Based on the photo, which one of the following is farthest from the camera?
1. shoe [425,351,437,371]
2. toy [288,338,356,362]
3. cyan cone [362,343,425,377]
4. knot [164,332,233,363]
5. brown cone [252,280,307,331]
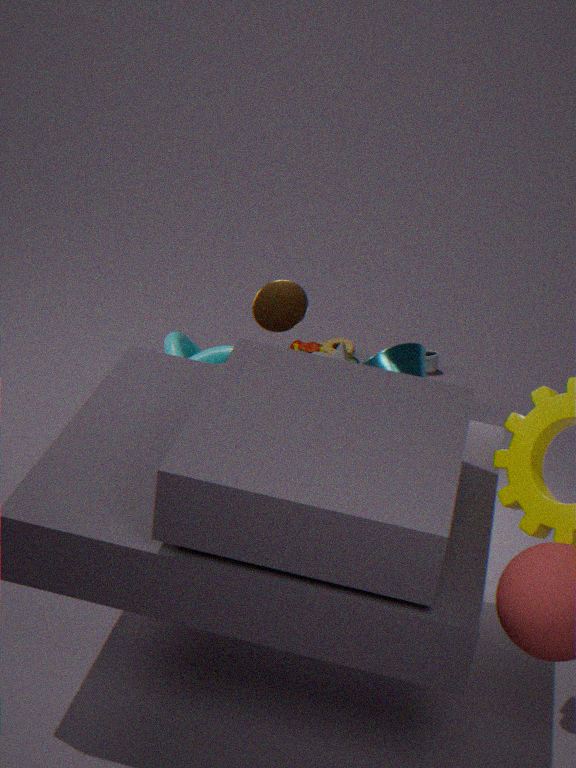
shoe [425,351,437,371]
